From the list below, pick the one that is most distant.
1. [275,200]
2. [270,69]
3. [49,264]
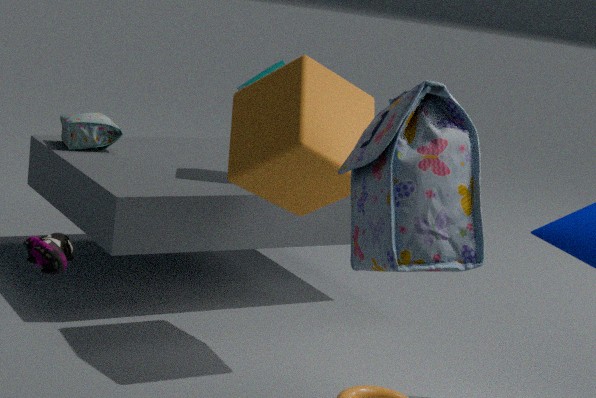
[270,69]
